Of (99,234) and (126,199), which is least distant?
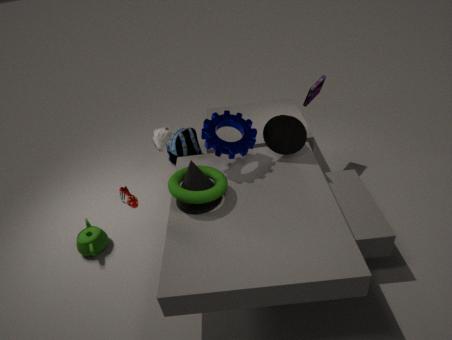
(126,199)
